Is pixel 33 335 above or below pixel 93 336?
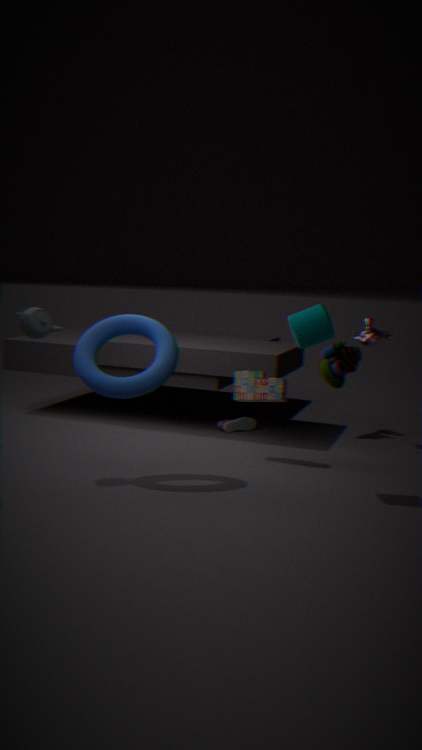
above
